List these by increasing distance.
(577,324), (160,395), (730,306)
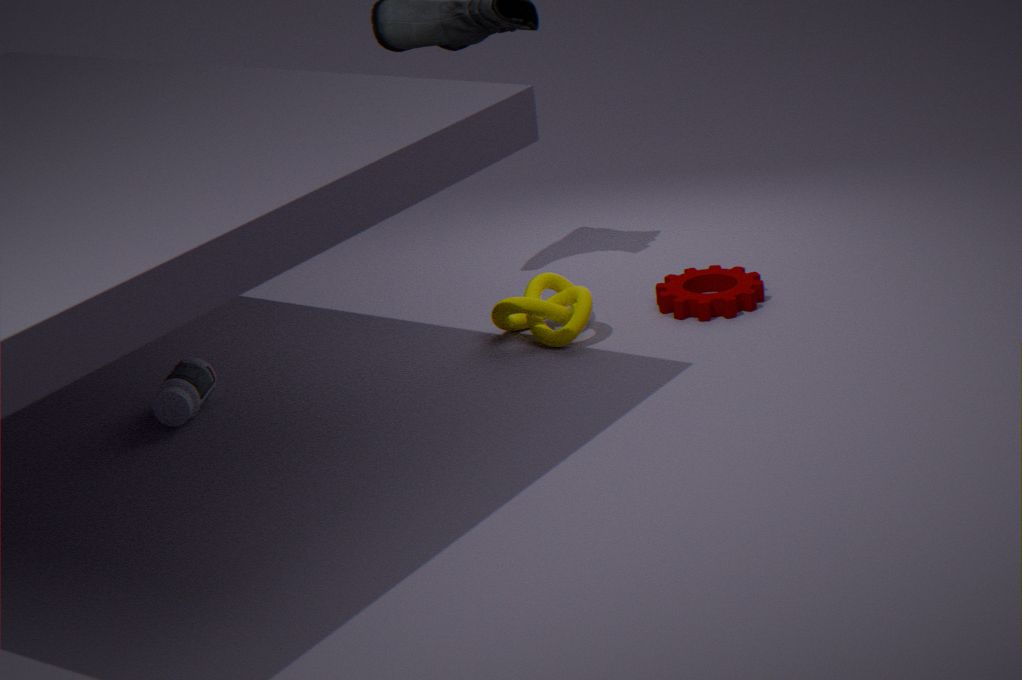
(160,395) → (577,324) → (730,306)
